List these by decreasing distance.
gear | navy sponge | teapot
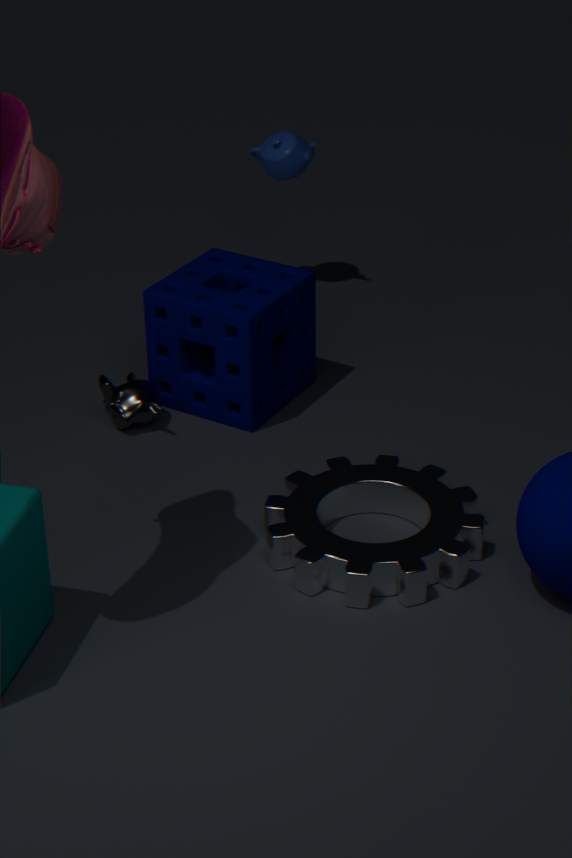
teapot
navy sponge
gear
